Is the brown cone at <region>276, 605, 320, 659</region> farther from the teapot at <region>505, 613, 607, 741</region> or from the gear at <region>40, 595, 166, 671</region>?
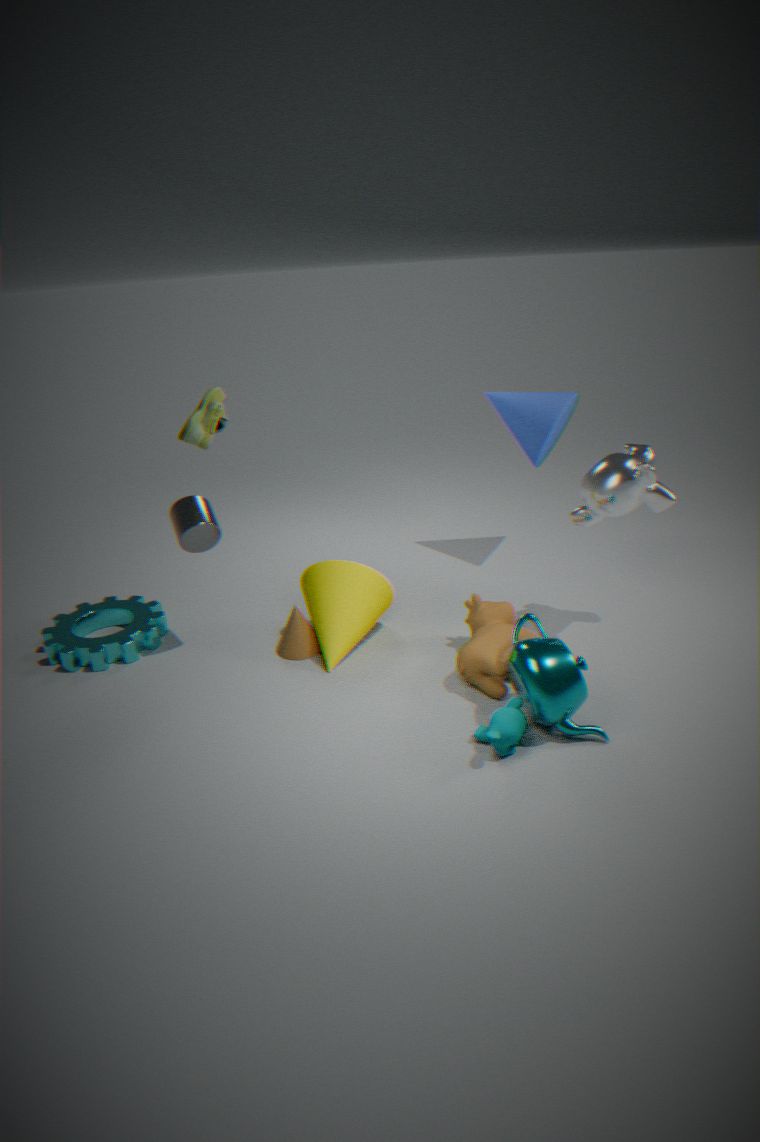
the teapot at <region>505, 613, 607, 741</region>
